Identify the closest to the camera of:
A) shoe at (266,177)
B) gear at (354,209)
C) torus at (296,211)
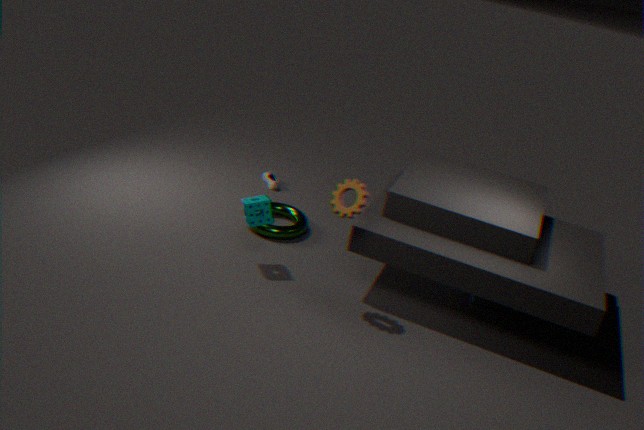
gear at (354,209)
